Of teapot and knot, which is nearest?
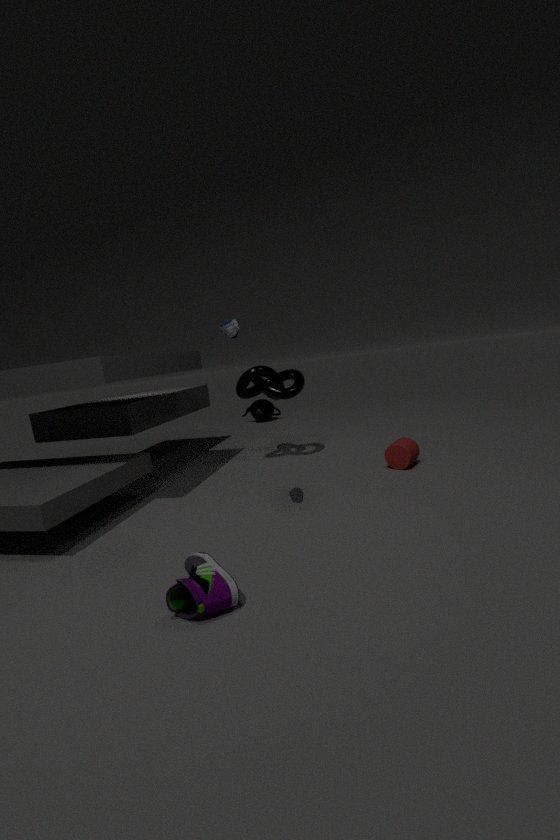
knot
